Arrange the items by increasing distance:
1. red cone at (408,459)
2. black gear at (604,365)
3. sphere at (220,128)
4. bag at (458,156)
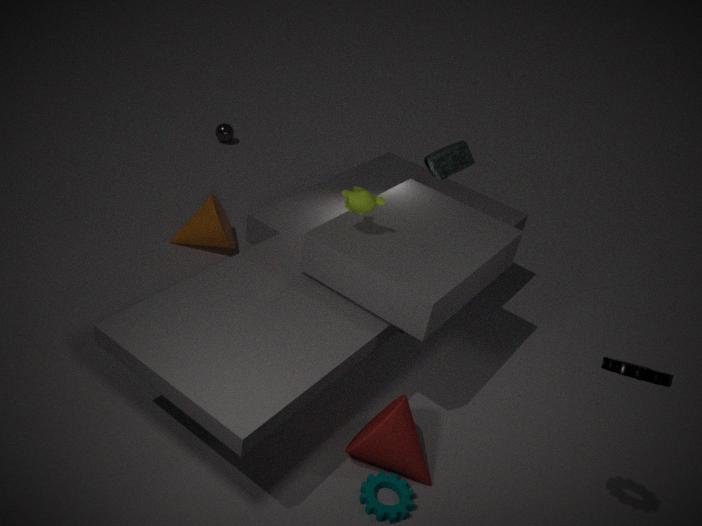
black gear at (604,365) < red cone at (408,459) < bag at (458,156) < sphere at (220,128)
